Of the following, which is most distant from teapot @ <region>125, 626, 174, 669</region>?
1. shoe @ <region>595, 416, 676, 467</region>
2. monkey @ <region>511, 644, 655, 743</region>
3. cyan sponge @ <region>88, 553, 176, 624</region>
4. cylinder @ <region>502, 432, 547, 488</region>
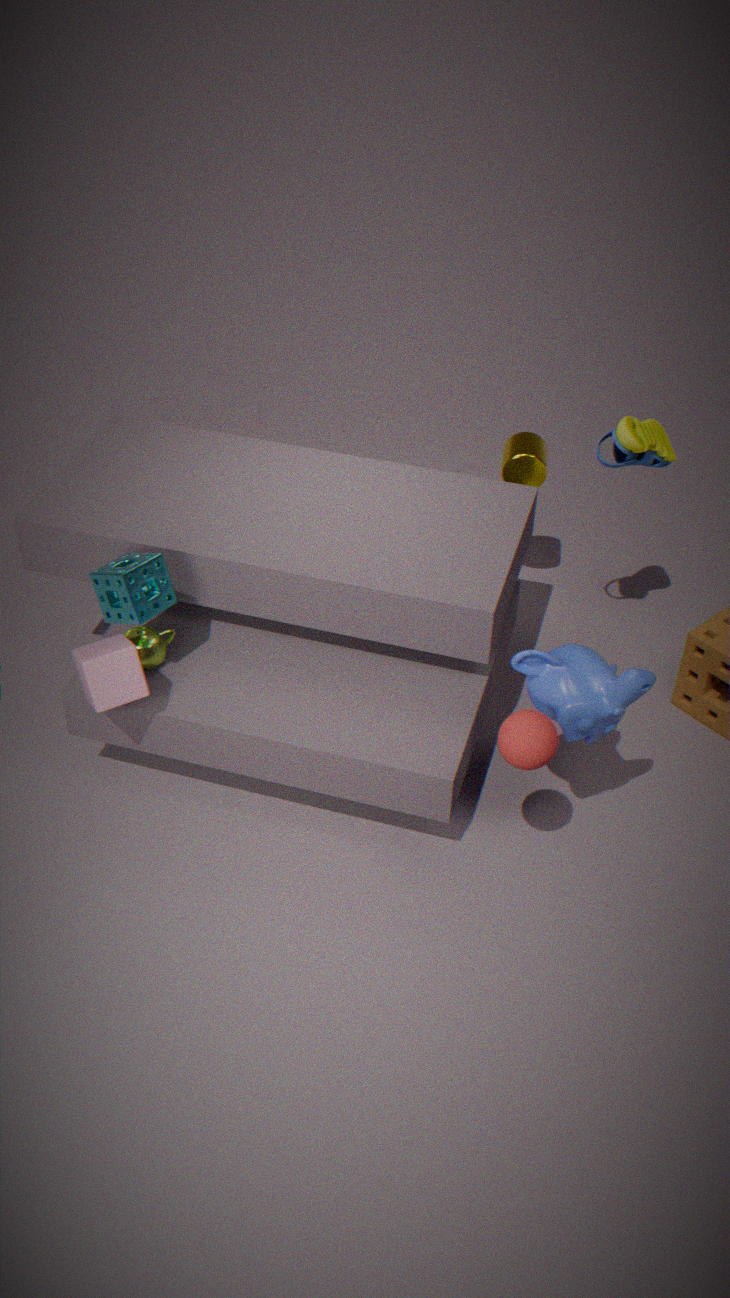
shoe @ <region>595, 416, 676, 467</region>
